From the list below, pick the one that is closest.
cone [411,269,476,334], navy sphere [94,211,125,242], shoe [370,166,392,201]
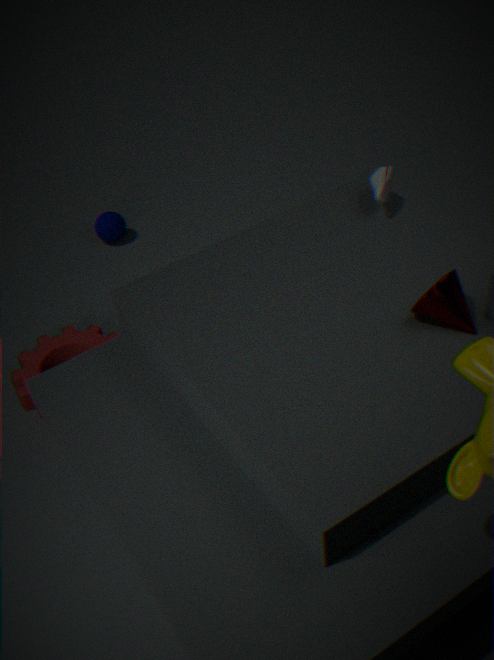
cone [411,269,476,334]
